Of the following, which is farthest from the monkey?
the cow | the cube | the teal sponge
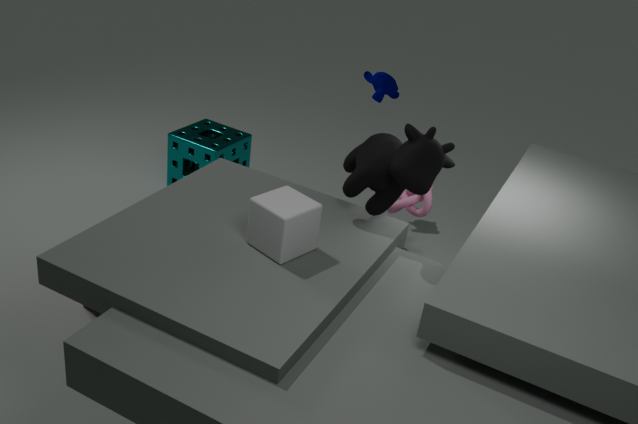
the cube
